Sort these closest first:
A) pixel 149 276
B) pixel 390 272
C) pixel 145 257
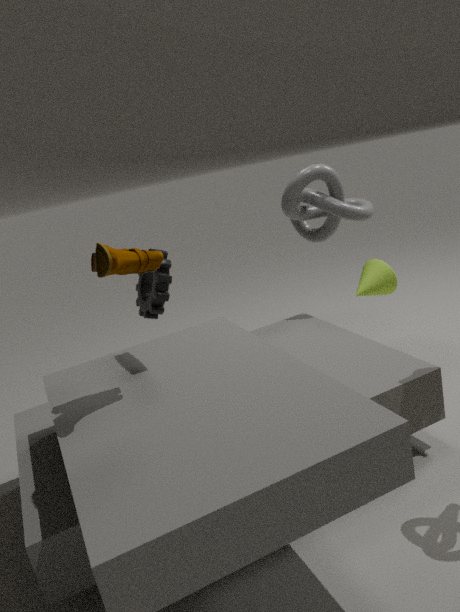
C. pixel 145 257
A. pixel 149 276
B. pixel 390 272
